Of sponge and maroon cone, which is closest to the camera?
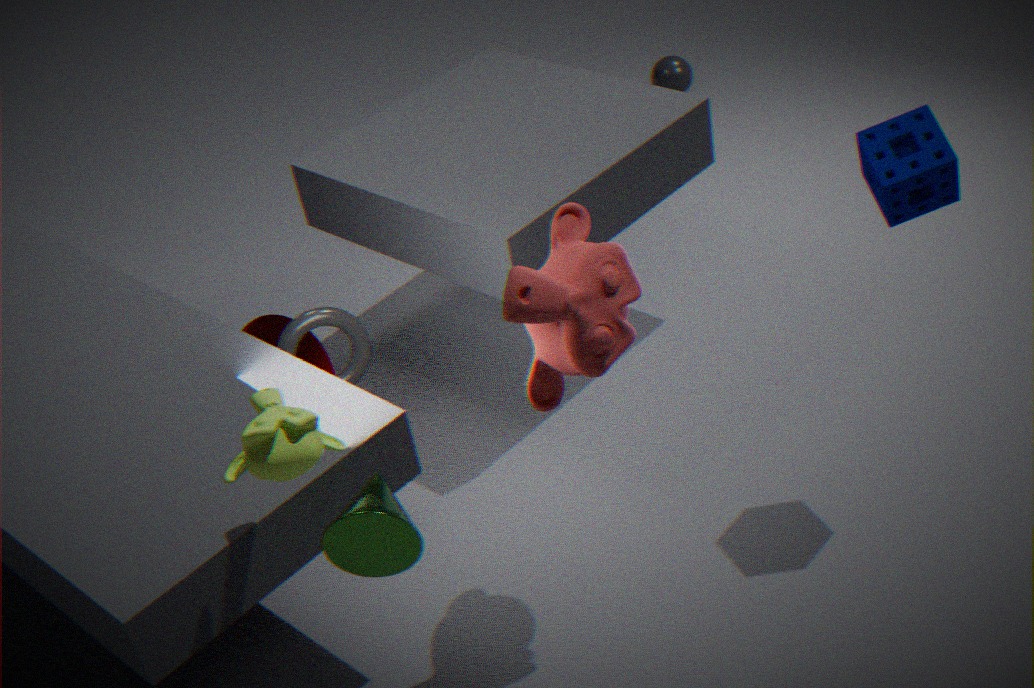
sponge
